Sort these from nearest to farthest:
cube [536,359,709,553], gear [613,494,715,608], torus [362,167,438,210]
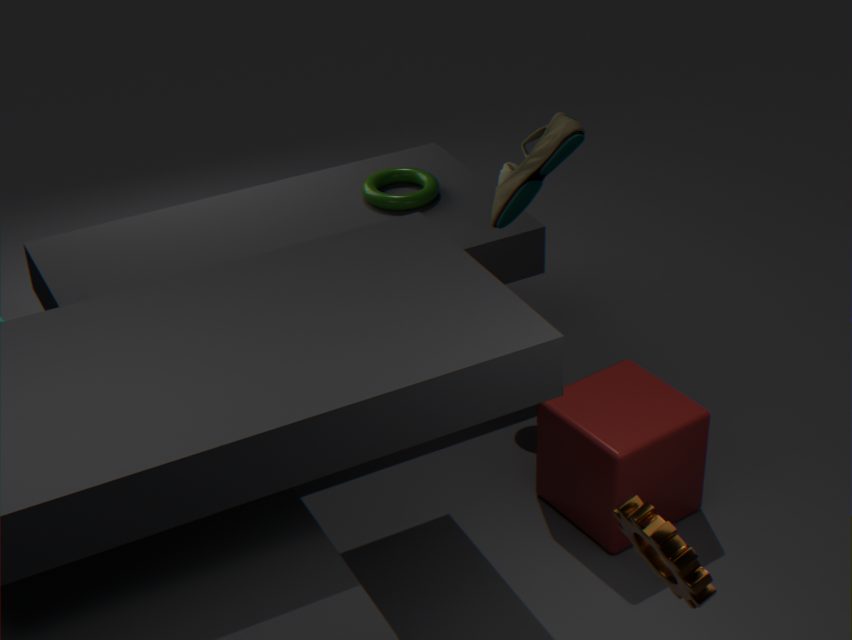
gear [613,494,715,608] < cube [536,359,709,553] < torus [362,167,438,210]
